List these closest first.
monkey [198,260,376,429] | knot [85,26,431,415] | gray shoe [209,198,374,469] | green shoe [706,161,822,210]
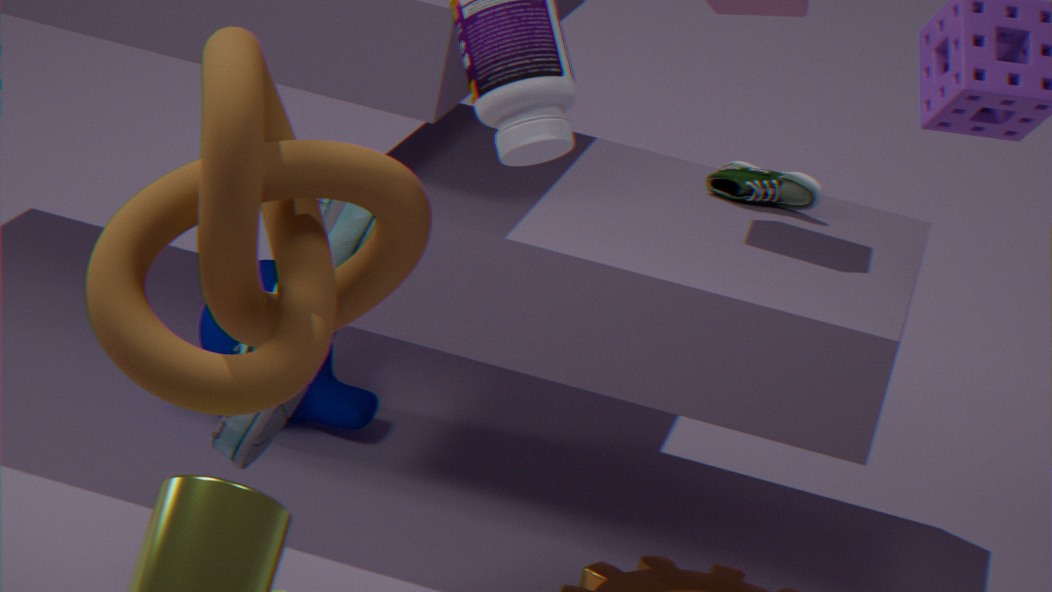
1. knot [85,26,431,415]
2. gray shoe [209,198,374,469]
3. monkey [198,260,376,429]
4. green shoe [706,161,822,210]
